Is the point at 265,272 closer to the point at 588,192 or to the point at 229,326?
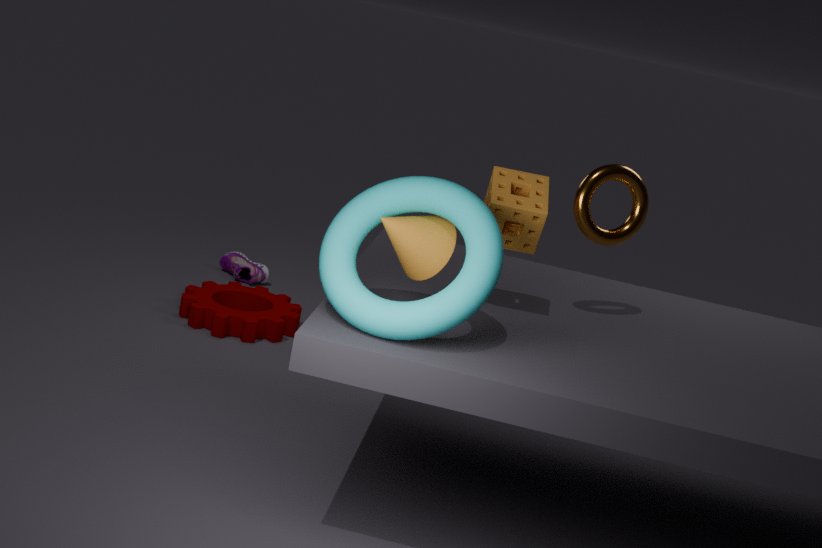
the point at 229,326
